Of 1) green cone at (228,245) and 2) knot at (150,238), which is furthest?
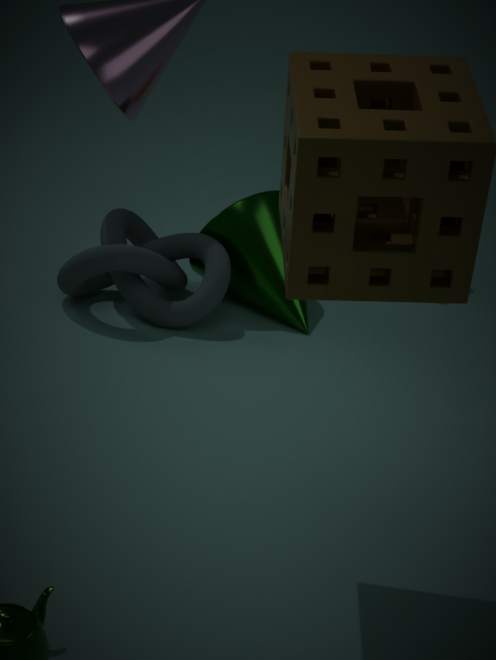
1. green cone at (228,245)
